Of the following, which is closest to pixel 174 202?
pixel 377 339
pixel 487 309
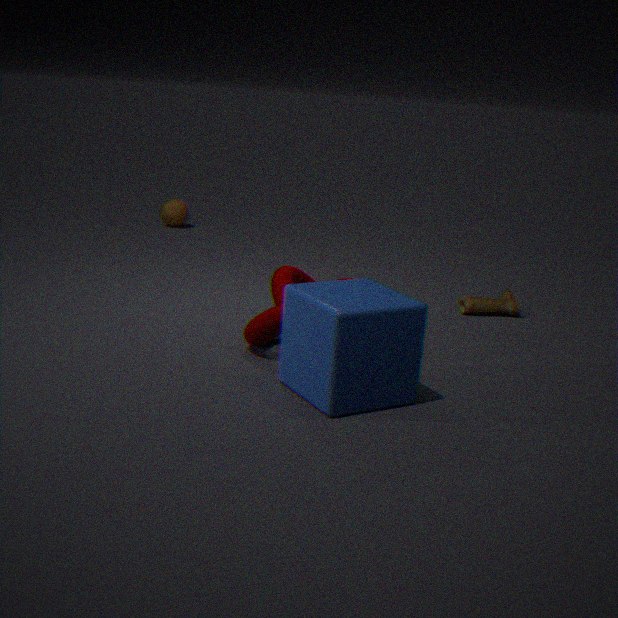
pixel 487 309
